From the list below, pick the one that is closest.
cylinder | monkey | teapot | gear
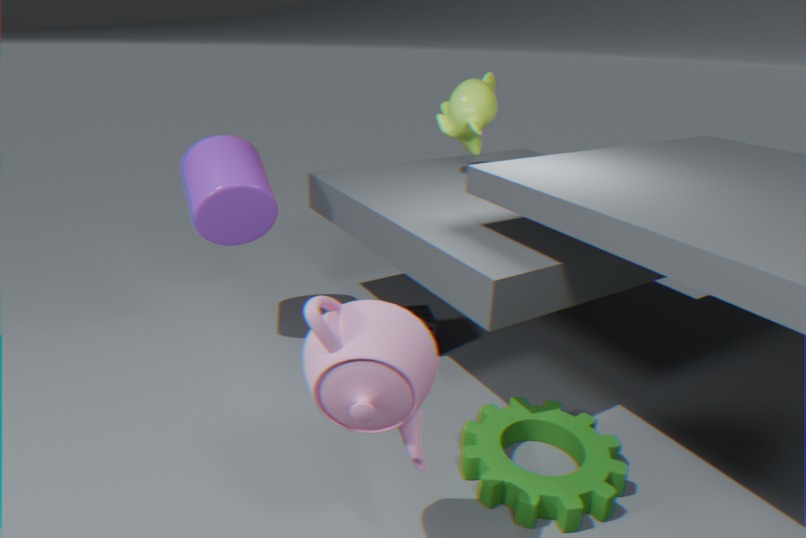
teapot
